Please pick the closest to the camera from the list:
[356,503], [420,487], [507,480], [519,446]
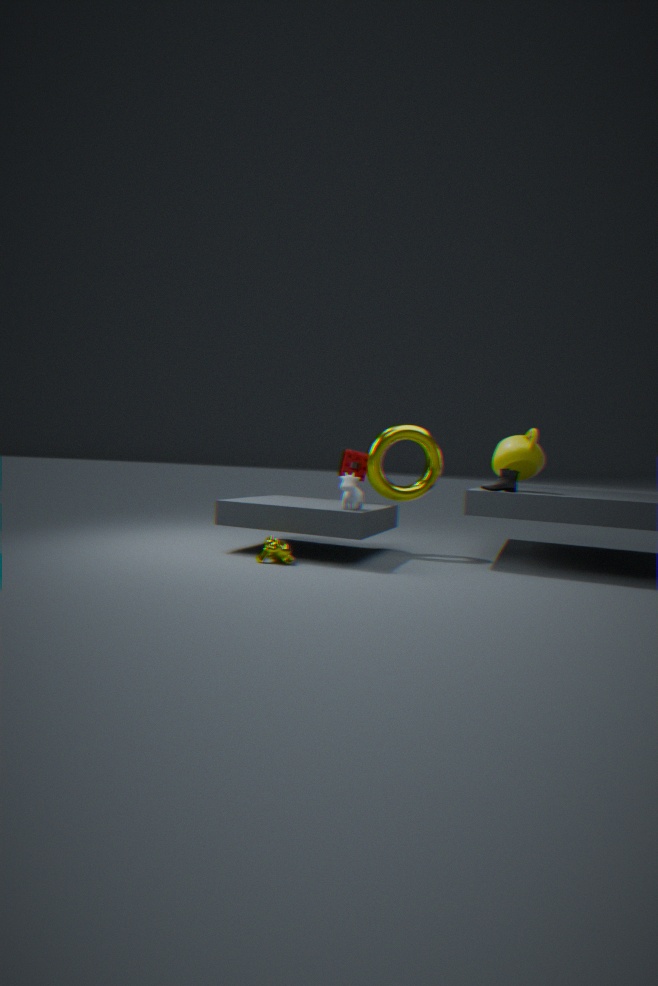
[356,503]
